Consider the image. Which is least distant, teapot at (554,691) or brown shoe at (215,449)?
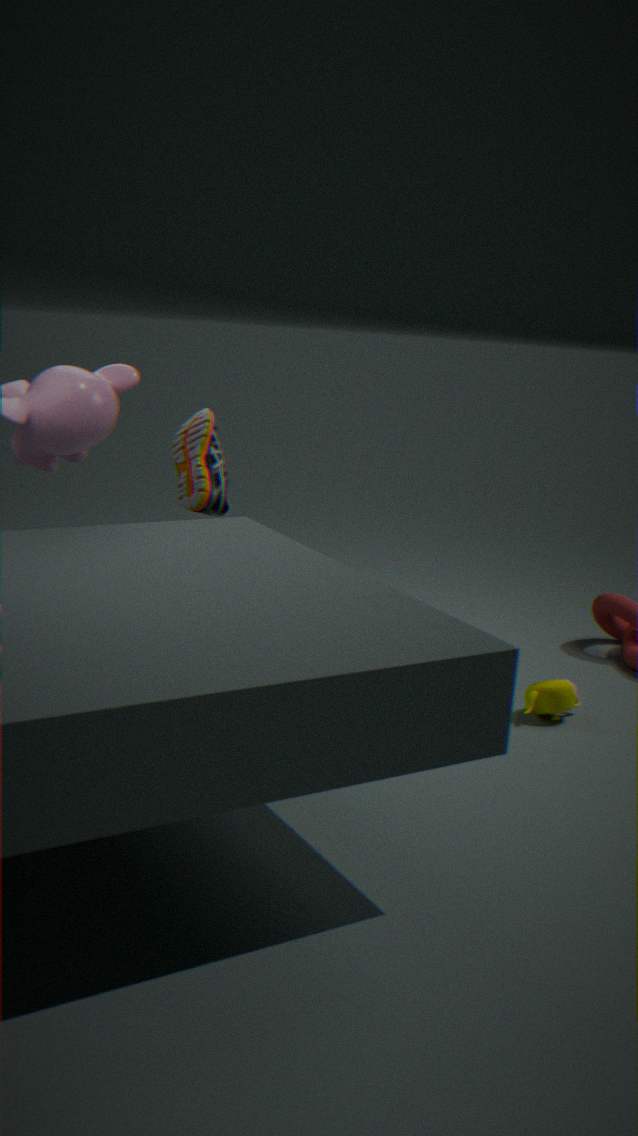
teapot at (554,691)
